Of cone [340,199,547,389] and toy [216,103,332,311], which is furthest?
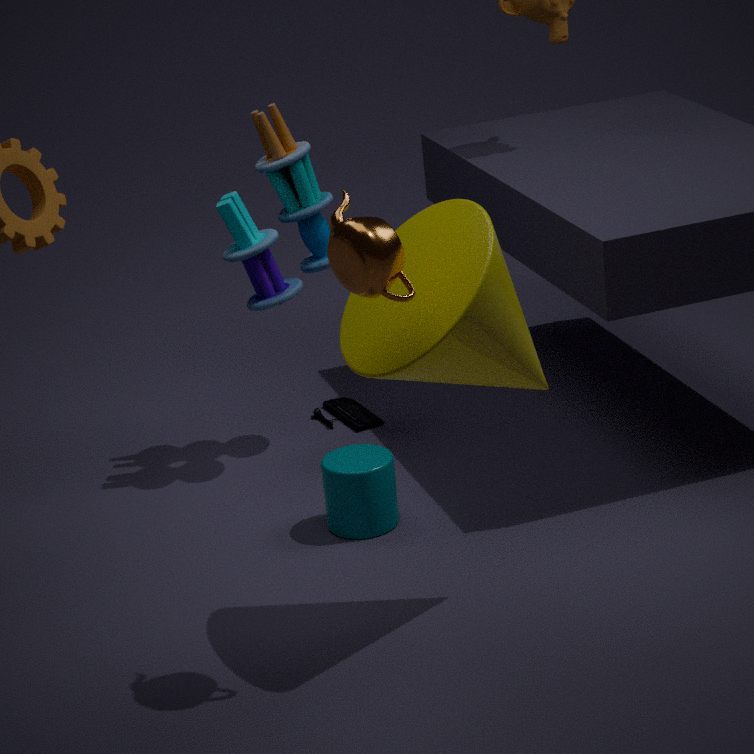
toy [216,103,332,311]
